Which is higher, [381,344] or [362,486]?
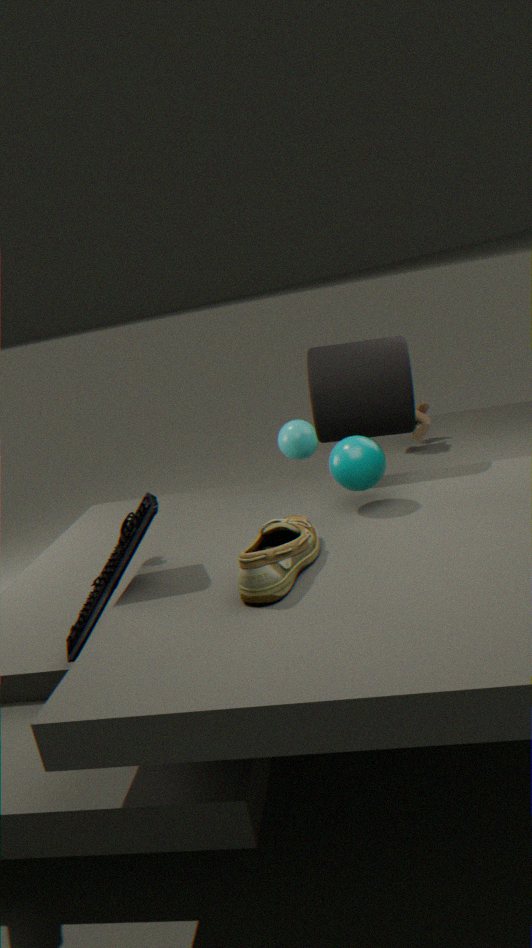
[381,344]
